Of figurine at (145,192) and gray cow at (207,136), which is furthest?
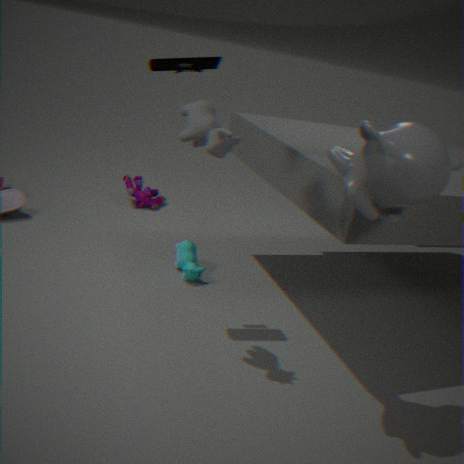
figurine at (145,192)
